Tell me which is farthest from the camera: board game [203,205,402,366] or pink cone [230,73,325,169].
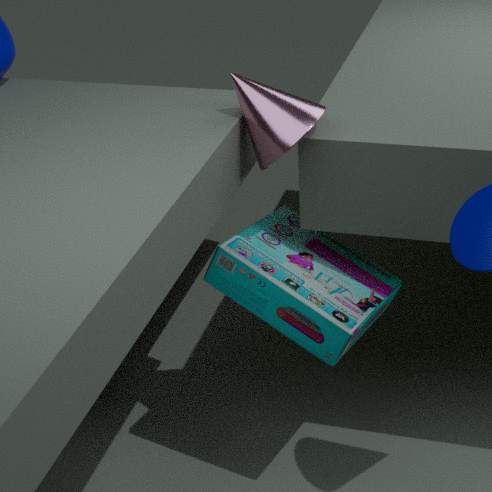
board game [203,205,402,366]
